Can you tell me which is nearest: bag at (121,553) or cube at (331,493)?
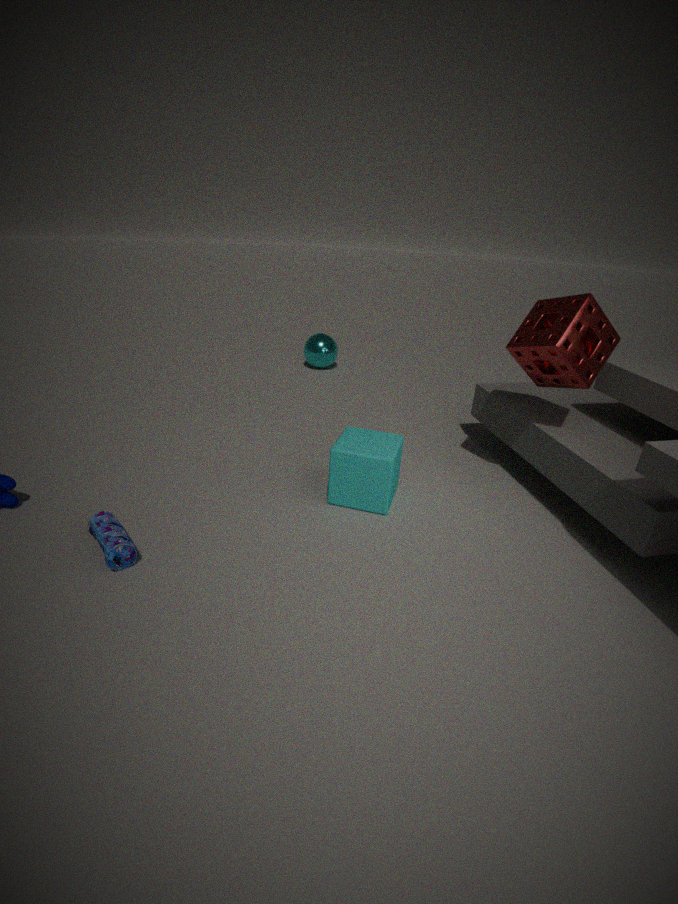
bag at (121,553)
